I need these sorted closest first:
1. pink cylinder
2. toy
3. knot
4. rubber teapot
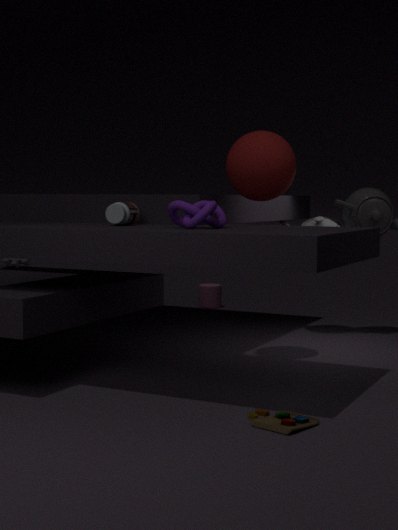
toy, knot, rubber teapot, pink cylinder
